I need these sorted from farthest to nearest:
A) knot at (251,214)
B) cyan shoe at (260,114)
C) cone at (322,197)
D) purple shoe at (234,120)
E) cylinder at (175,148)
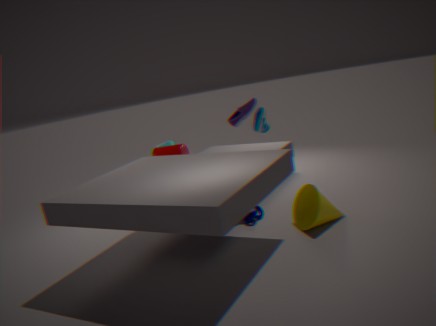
cylinder at (175,148) < cyan shoe at (260,114) < purple shoe at (234,120) < knot at (251,214) < cone at (322,197)
